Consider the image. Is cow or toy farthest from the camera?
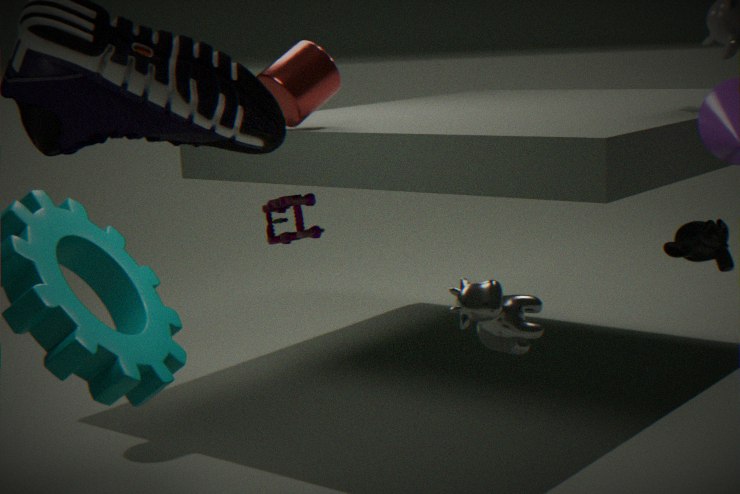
toy
